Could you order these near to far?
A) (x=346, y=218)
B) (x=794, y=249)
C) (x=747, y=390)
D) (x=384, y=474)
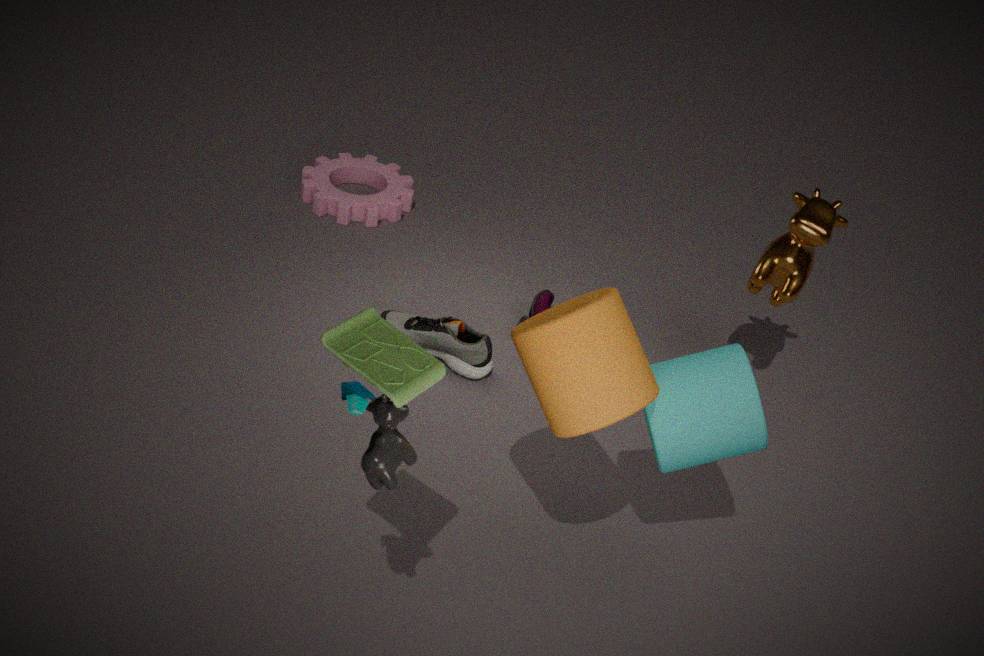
1. (x=384, y=474)
2. (x=747, y=390)
3. (x=794, y=249)
4. (x=346, y=218)
